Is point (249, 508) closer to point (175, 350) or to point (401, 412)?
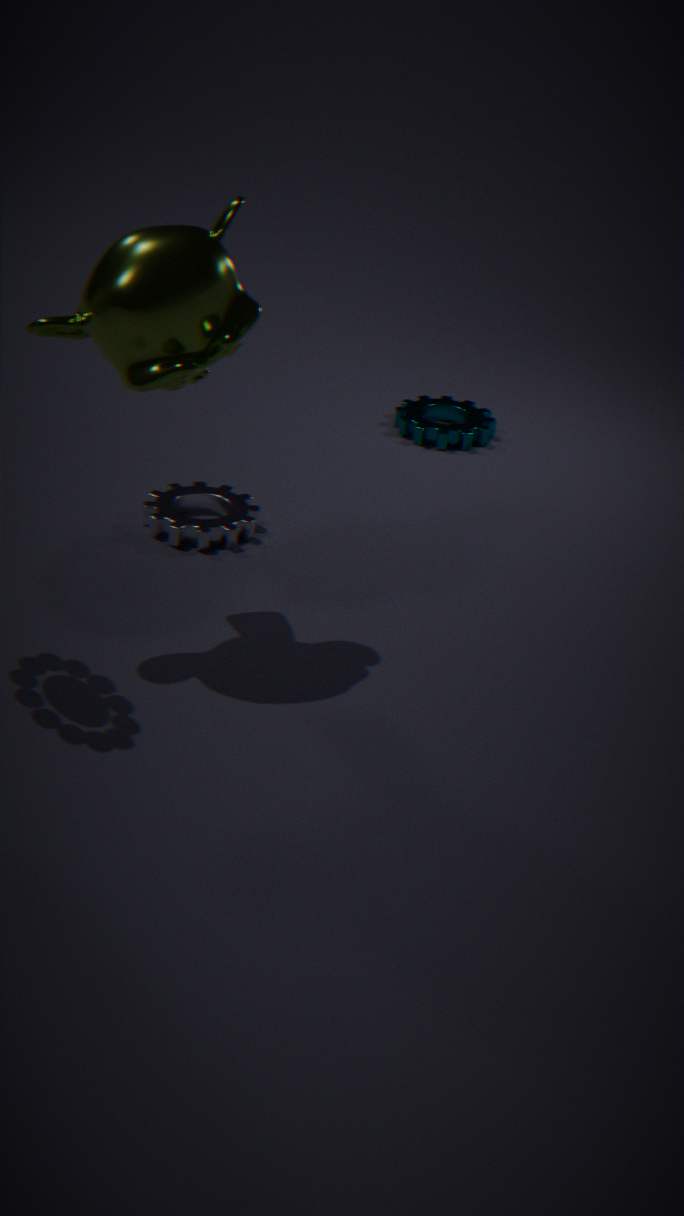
point (175, 350)
